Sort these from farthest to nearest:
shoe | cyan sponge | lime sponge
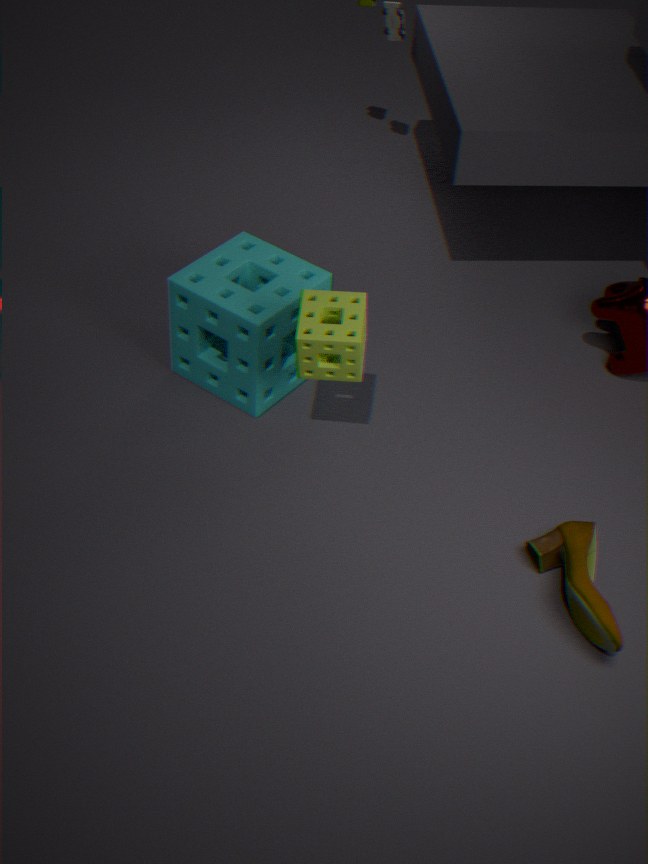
1. cyan sponge
2. lime sponge
3. shoe
